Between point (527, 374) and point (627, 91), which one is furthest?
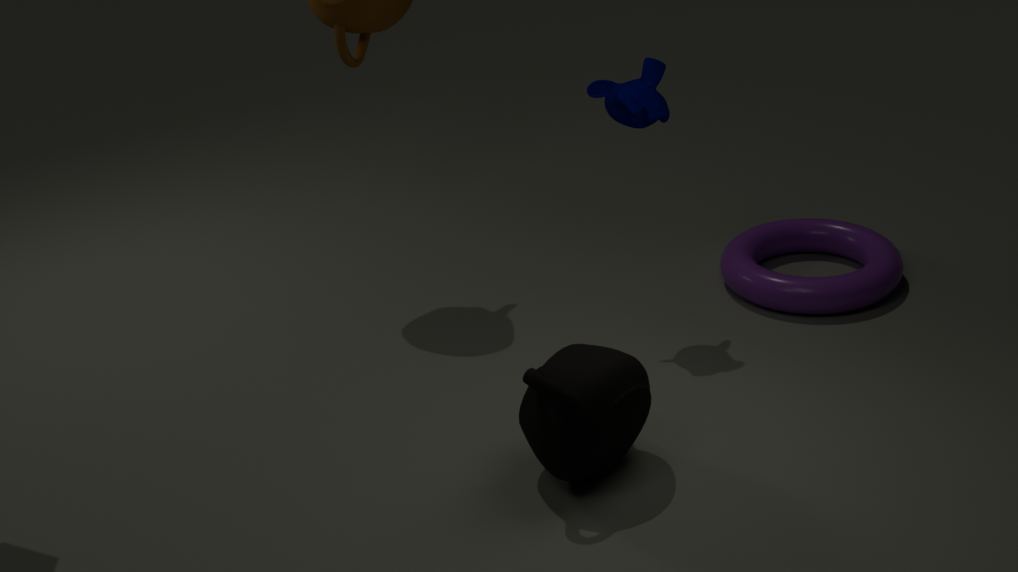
point (627, 91)
